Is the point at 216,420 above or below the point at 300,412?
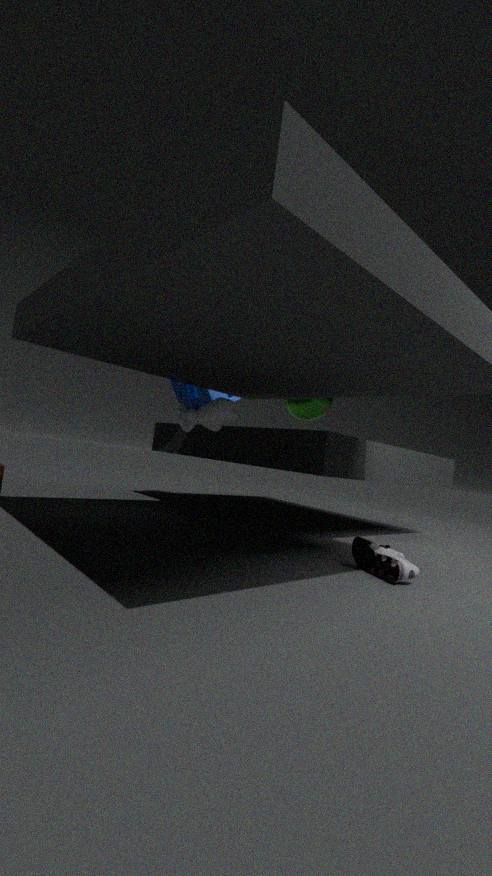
below
